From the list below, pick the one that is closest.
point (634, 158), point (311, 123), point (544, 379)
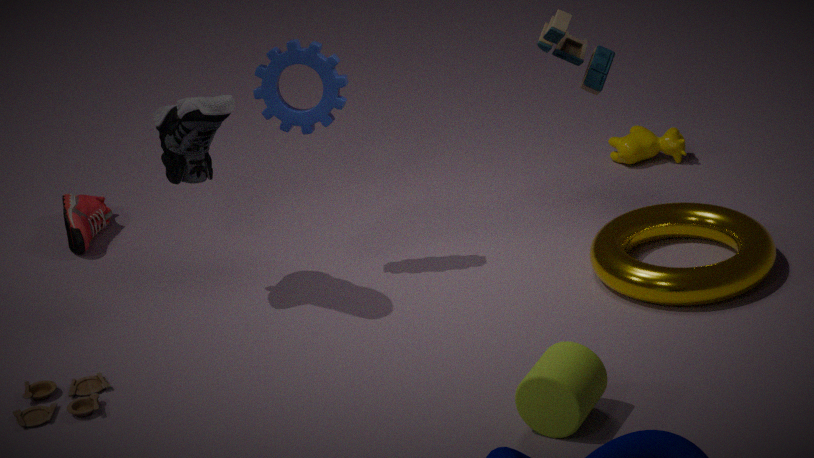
point (544, 379)
